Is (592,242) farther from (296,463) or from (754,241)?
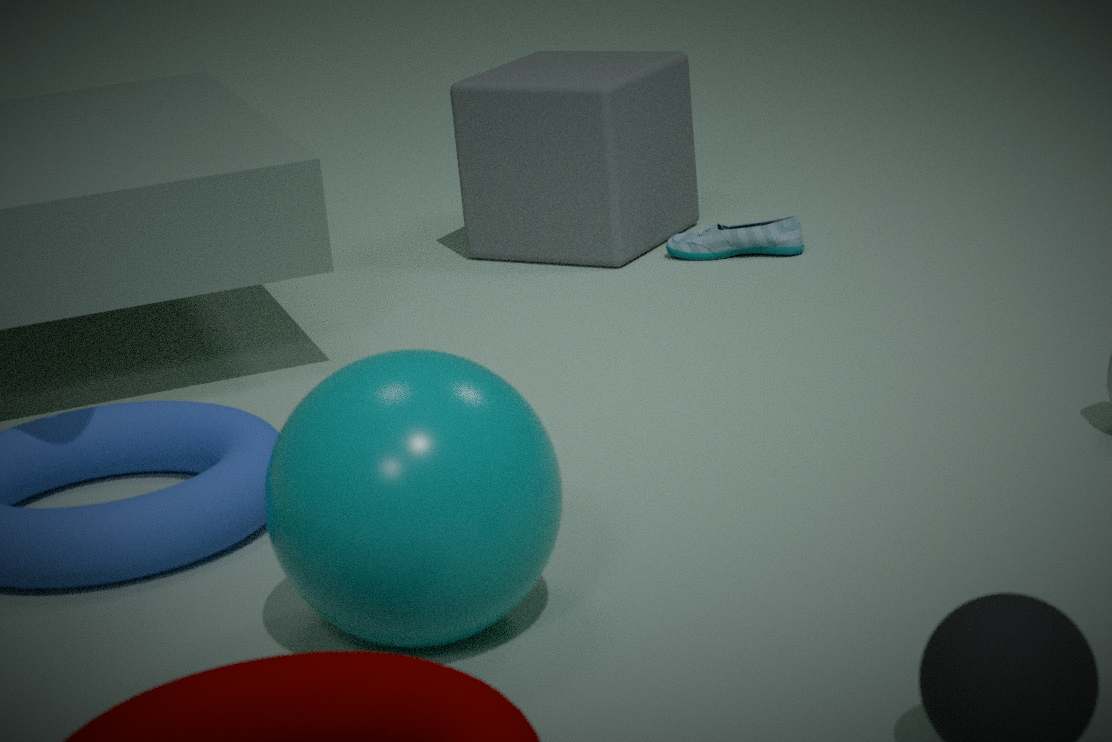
(296,463)
